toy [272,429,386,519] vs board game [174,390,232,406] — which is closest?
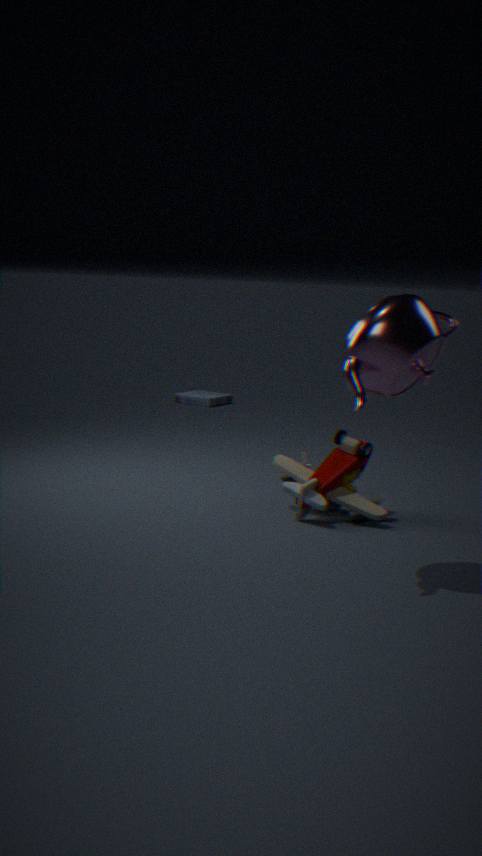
toy [272,429,386,519]
